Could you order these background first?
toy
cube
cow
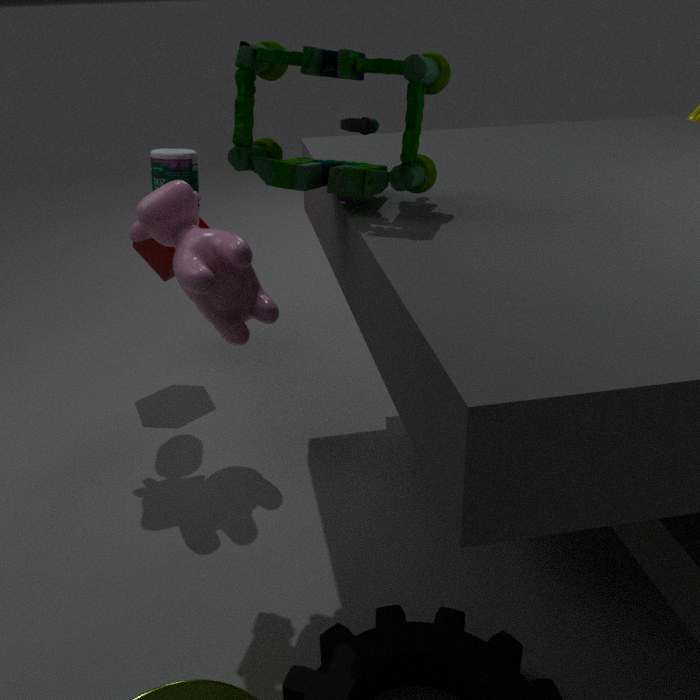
cube < cow < toy
